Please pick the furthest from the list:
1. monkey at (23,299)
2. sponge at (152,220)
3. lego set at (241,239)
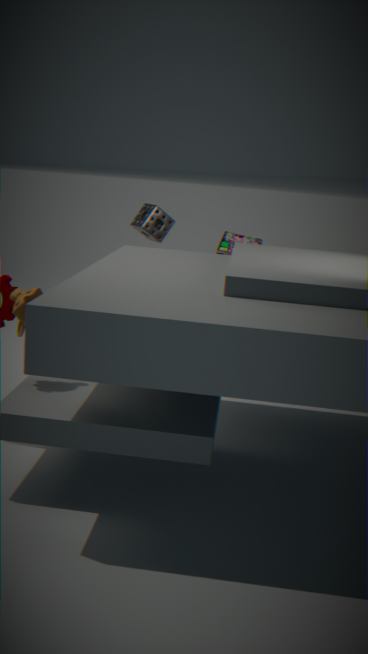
sponge at (152,220)
